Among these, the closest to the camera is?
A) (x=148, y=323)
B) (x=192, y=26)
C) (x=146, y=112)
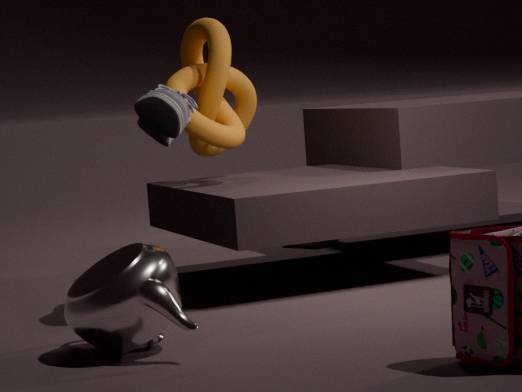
(x=148, y=323)
